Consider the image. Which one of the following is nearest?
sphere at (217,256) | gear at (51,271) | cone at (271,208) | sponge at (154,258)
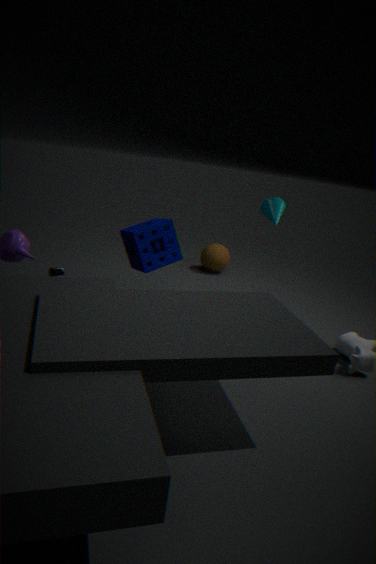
gear at (51,271)
